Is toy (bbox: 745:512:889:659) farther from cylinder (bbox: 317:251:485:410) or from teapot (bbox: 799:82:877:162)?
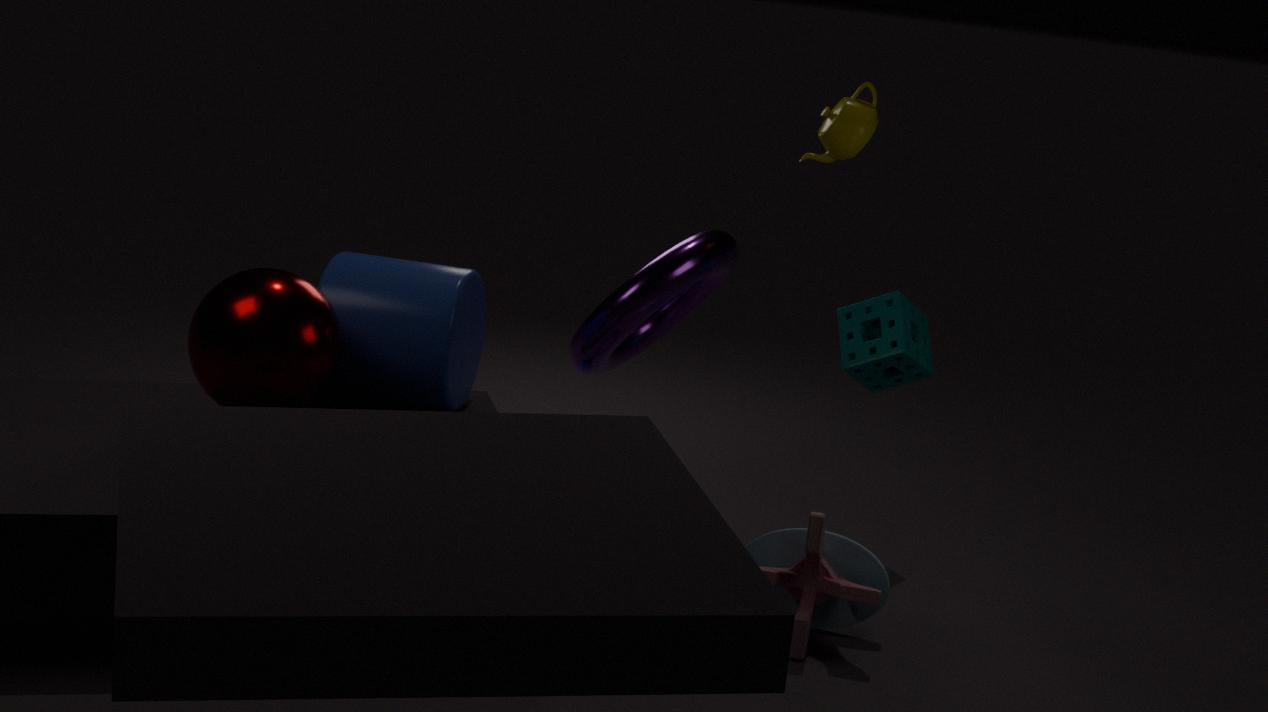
teapot (bbox: 799:82:877:162)
